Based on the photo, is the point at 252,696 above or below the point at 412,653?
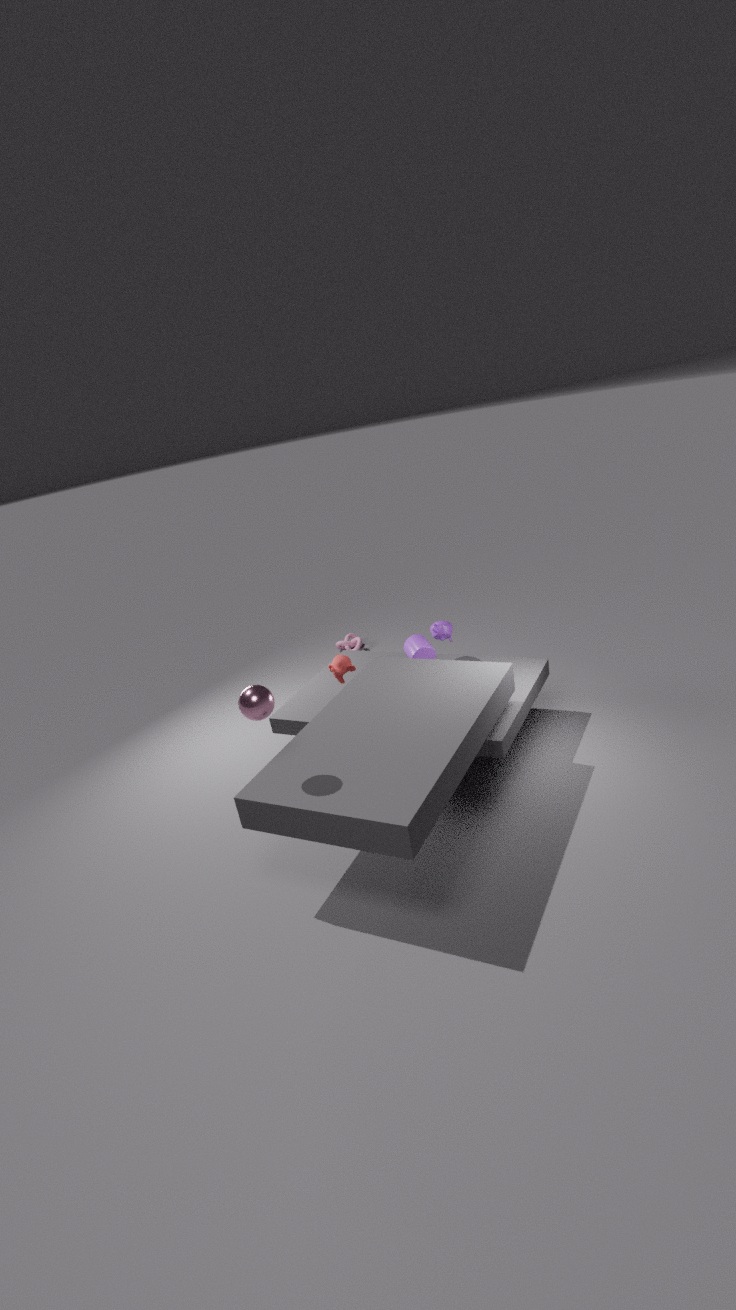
above
